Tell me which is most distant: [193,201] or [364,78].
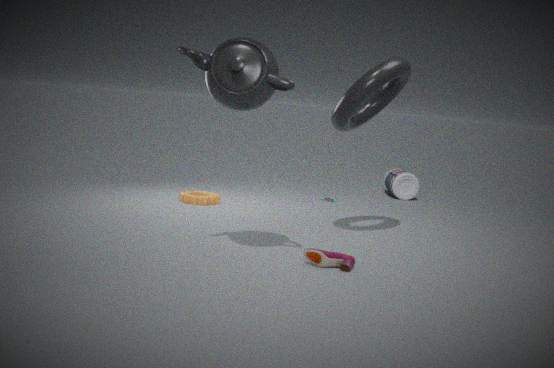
Answer: [193,201]
